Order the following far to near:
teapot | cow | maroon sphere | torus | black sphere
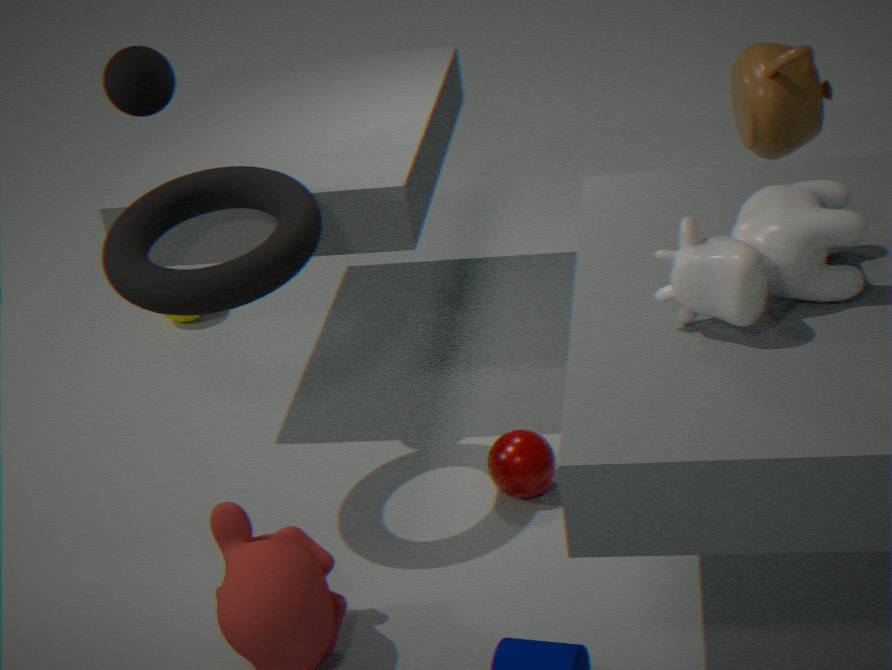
1. teapot
2. maroon sphere
3. black sphere
4. torus
5. cow
